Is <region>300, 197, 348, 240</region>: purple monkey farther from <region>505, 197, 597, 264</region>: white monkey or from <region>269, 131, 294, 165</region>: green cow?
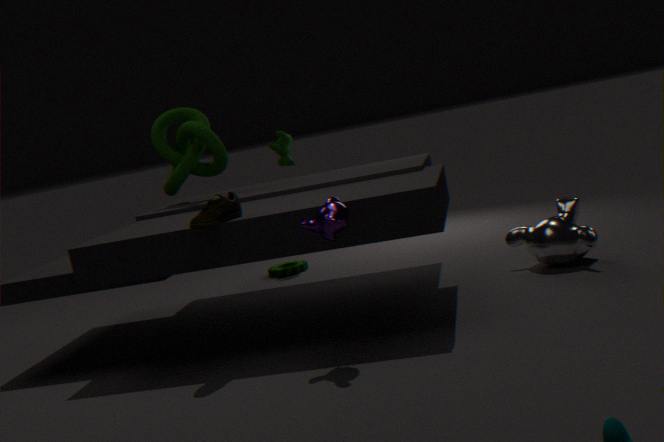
<region>269, 131, 294, 165</region>: green cow
